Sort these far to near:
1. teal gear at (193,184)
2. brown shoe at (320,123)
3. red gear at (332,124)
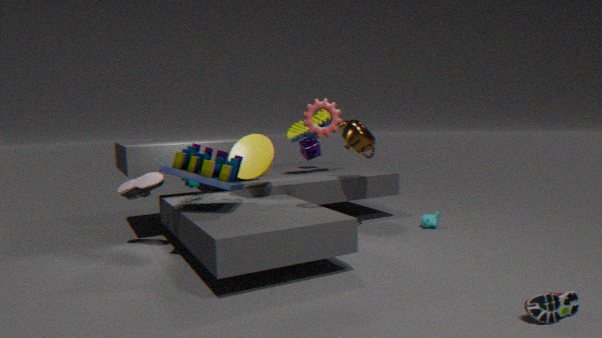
brown shoe at (320,123) < teal gear at (193,184) < red gear at (332,124)
